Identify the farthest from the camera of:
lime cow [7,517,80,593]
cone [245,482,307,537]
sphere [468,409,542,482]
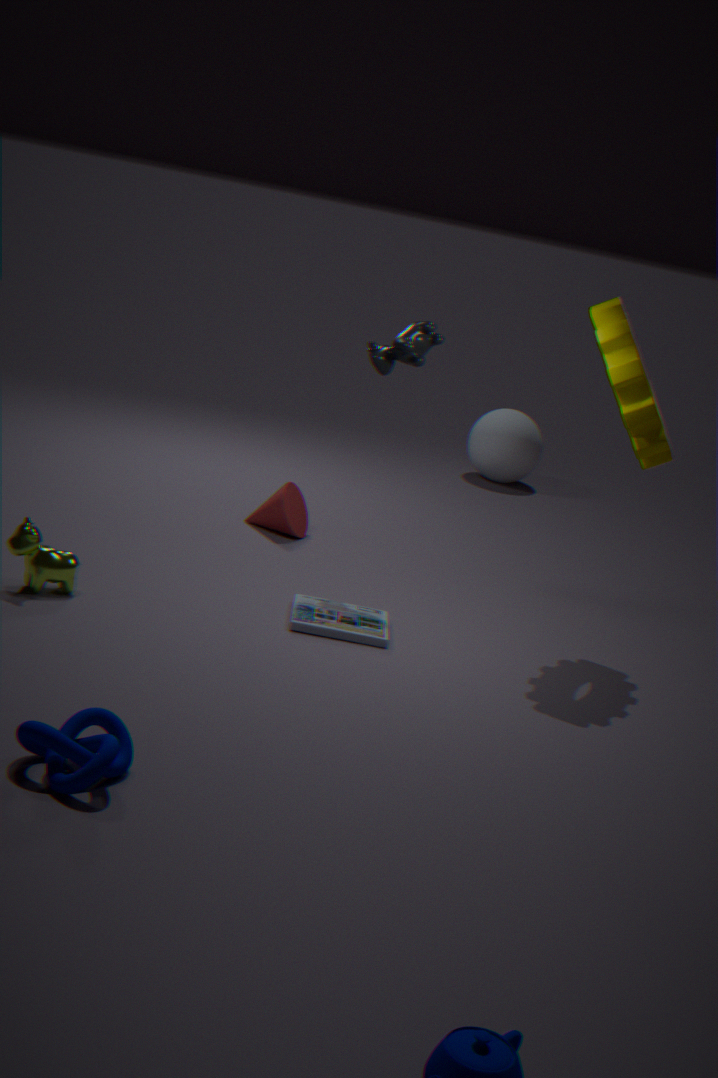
sphere [468,409,542,482]
